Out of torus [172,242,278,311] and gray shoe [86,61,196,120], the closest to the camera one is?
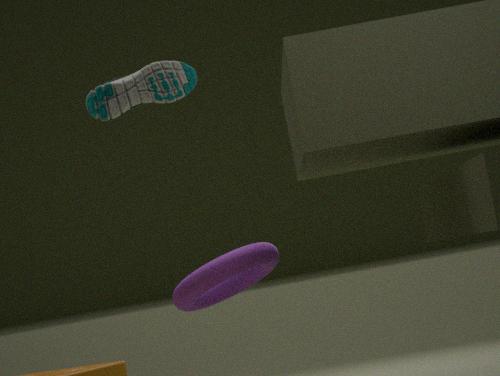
torus [172,242,278,311]
